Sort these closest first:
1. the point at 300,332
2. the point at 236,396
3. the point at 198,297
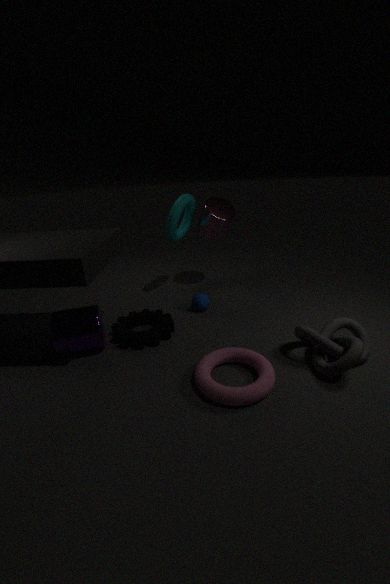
the point at 236,396
the point at 300,332
the point at 198,297
